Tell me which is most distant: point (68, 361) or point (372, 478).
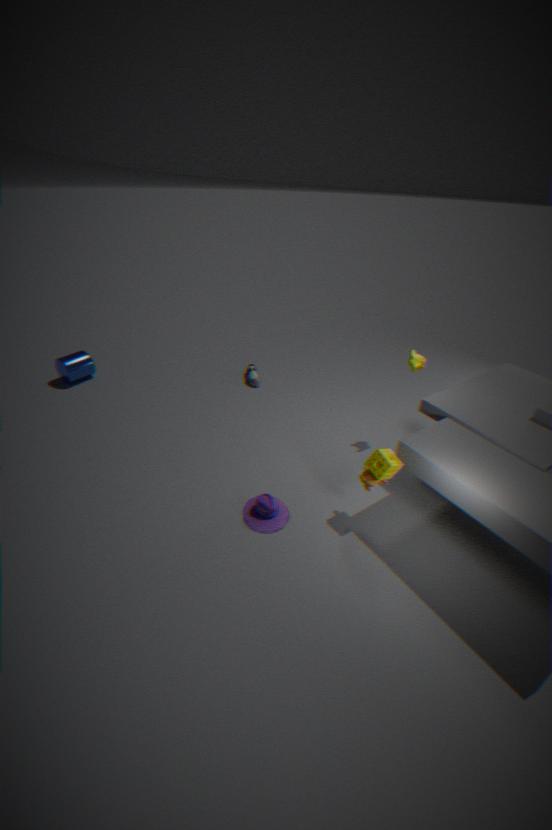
point (68, 361)
